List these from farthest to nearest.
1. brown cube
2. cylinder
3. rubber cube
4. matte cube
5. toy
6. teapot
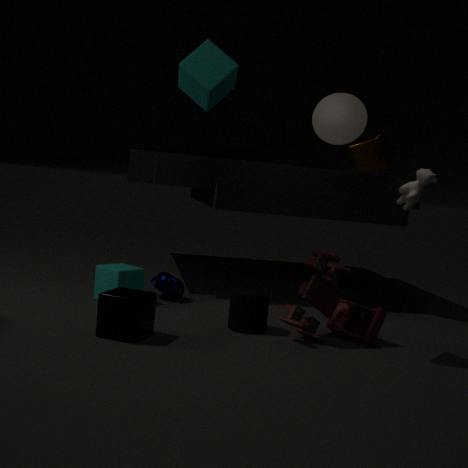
brown cube, teapot, rubber cube, cylinder, toy, matte cube
